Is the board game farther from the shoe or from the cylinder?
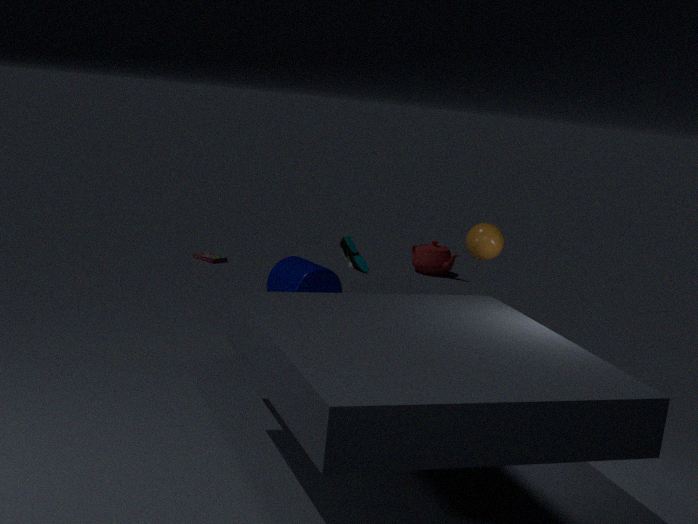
the shoe
